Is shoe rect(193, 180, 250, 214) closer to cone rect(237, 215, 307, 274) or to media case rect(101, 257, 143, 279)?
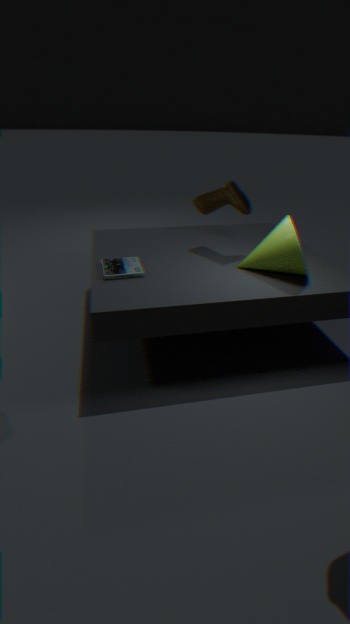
cone rect(237, 215, 307, 274)
